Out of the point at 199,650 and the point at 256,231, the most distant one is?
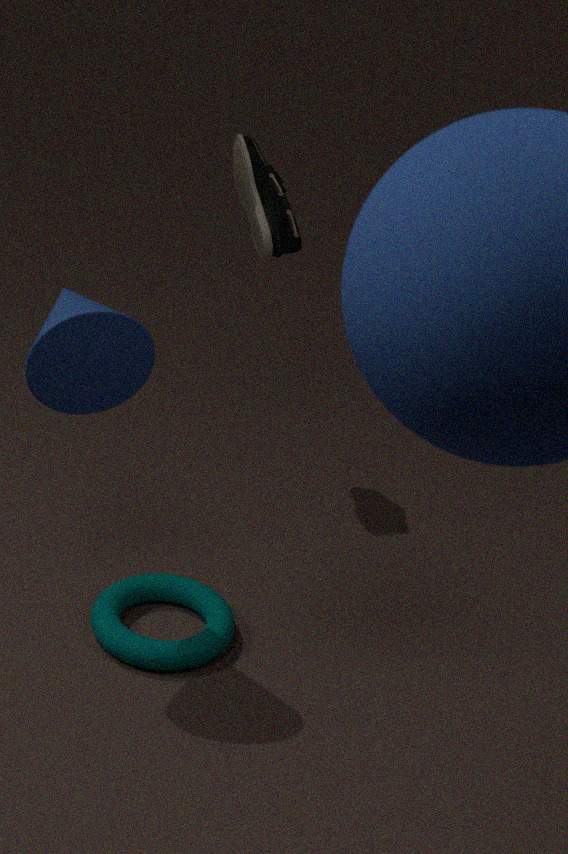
the point at 256,231
